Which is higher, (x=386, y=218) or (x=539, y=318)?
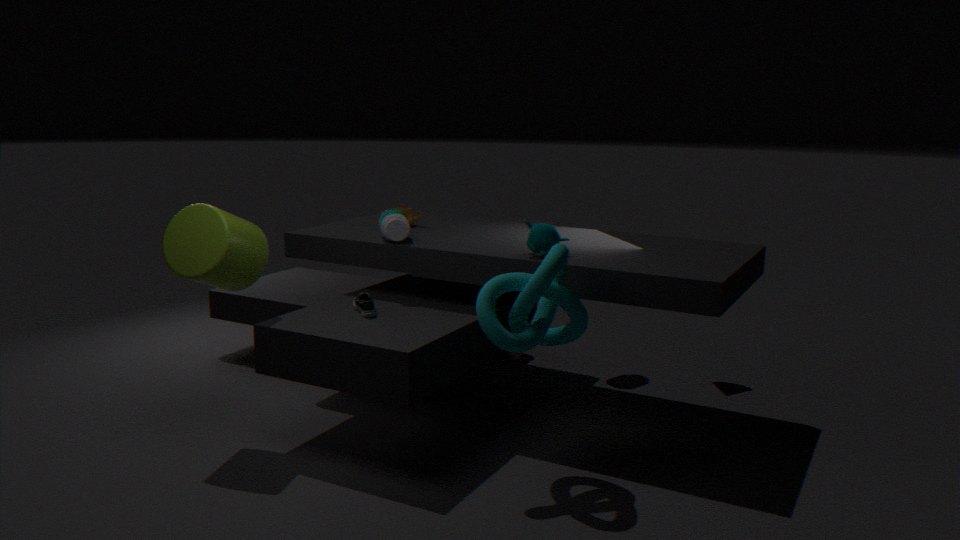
(x=386, y=218)
